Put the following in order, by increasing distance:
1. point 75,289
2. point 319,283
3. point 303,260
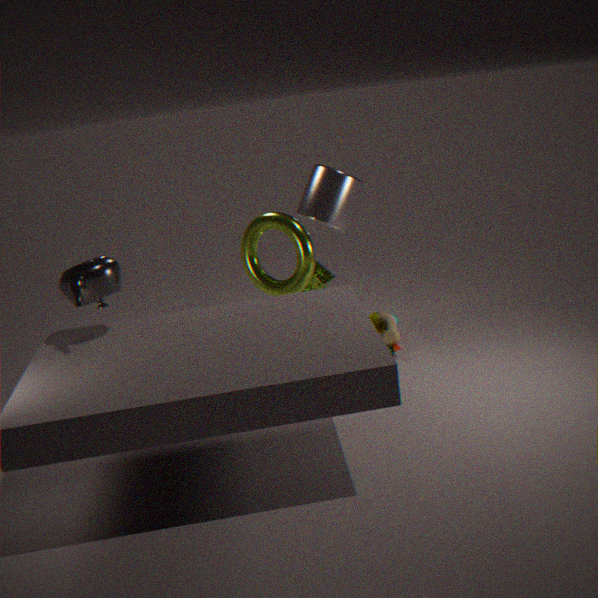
point 75,289, point 303,260, point 319,283
